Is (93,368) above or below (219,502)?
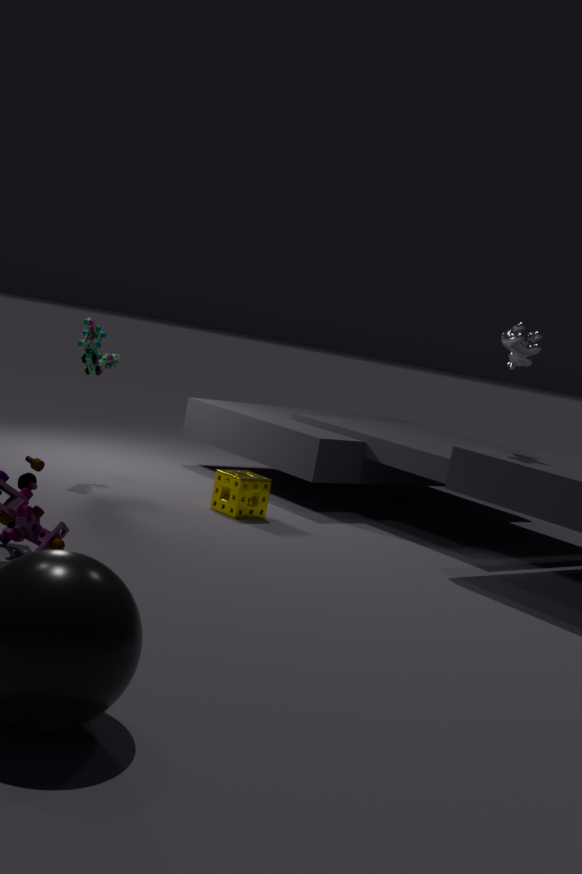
above
